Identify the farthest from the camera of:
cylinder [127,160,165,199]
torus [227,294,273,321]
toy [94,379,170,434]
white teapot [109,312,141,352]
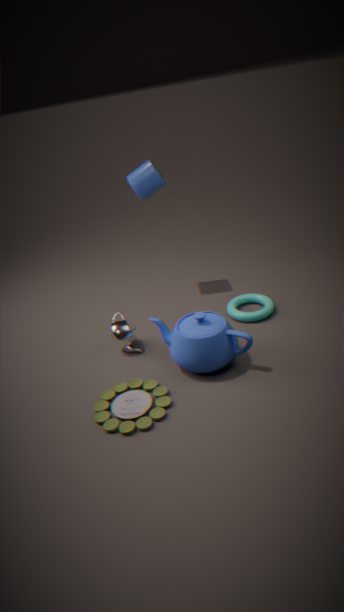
cylinder [127,160,165,199]
